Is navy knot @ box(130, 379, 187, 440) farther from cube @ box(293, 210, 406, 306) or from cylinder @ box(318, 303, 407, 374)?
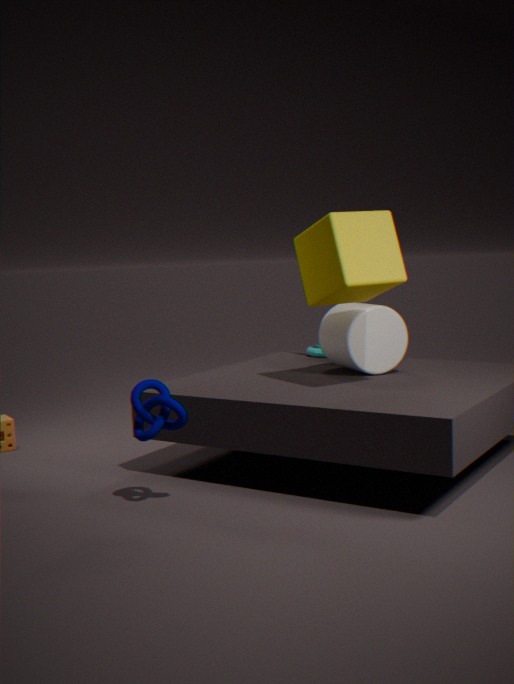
cylinder @ box(318, 303, 407, 374)
